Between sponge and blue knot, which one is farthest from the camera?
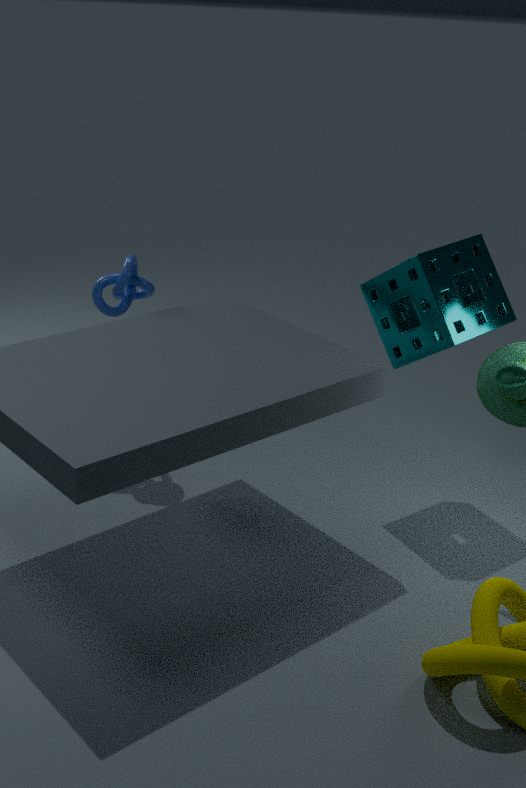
blue knot
